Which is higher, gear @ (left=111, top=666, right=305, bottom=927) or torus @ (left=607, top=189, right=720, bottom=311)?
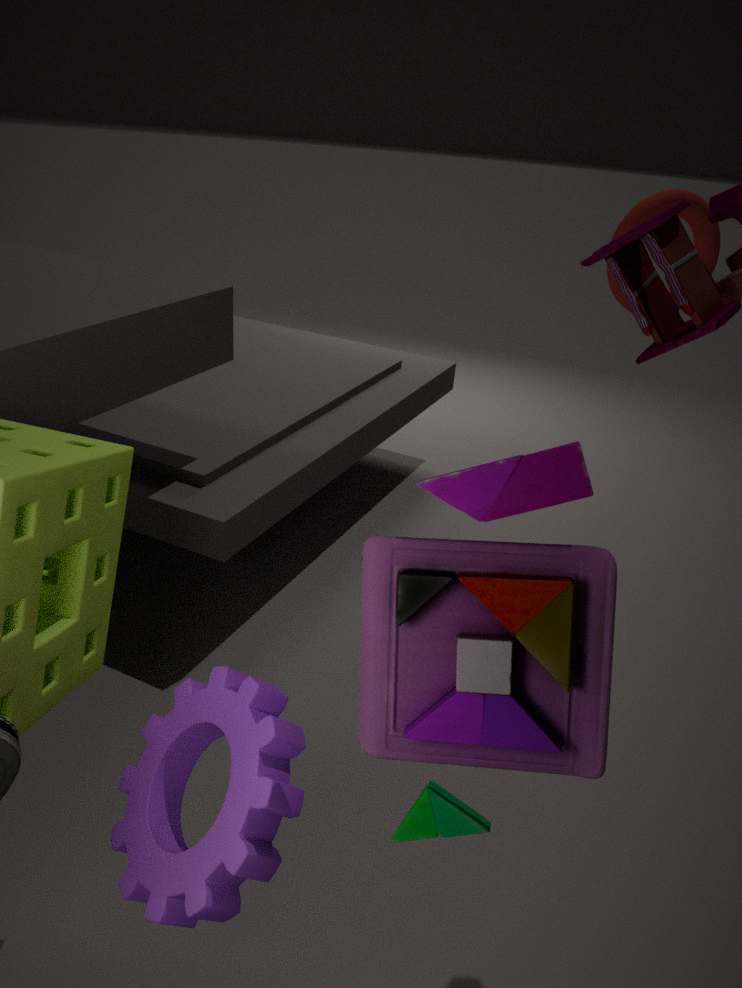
torus @ (left=607, top=189, right=720, bottom=311)
